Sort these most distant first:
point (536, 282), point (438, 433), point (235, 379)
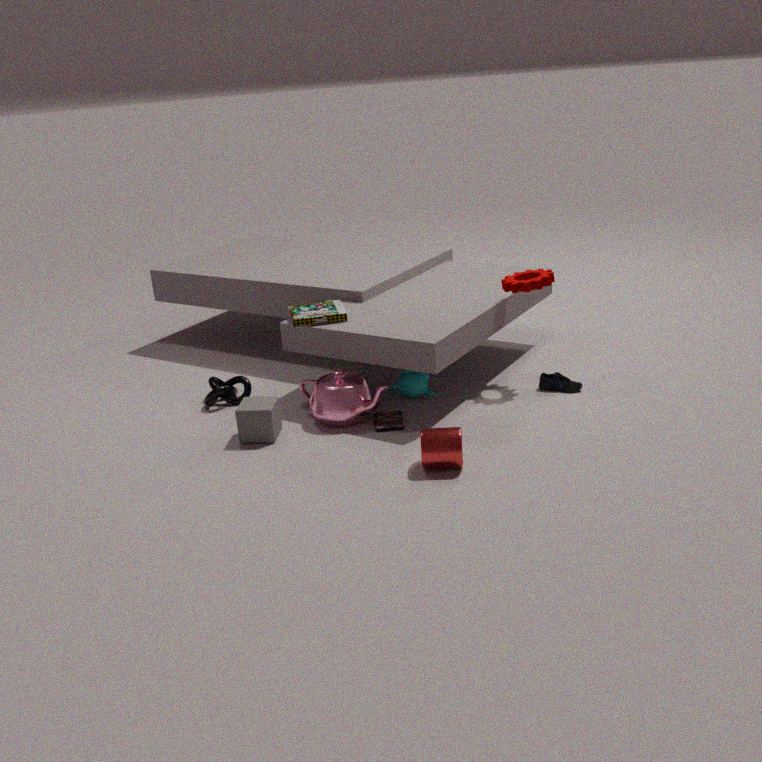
point (235, 379), point (536, 282), point (438, 433)
